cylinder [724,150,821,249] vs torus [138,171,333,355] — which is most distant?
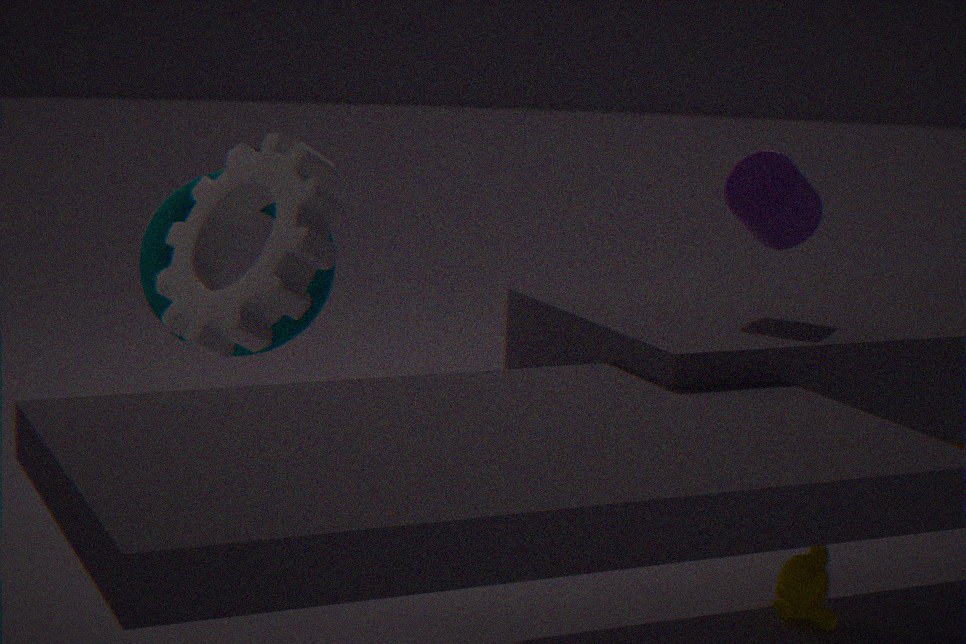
torus [138,171,333,355]
